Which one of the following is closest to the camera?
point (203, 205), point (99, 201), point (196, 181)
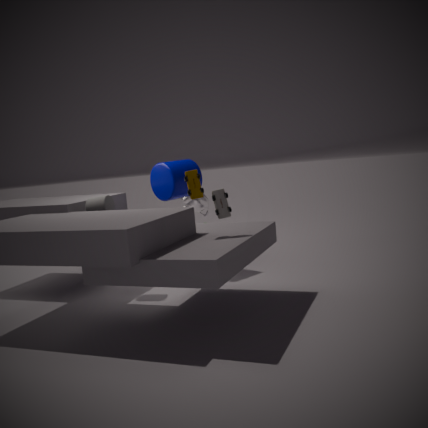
point (196, 181)
